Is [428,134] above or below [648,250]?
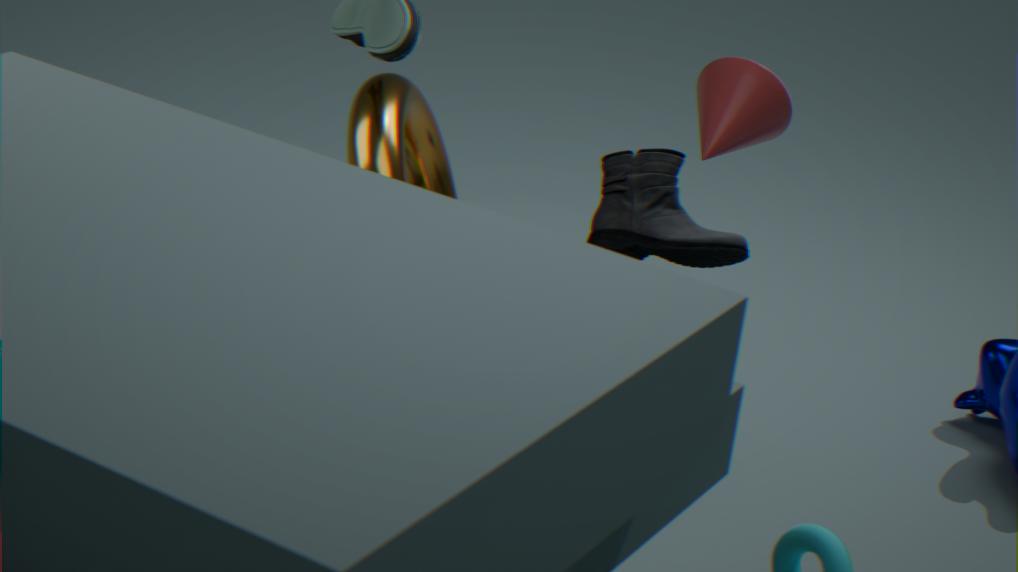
below
